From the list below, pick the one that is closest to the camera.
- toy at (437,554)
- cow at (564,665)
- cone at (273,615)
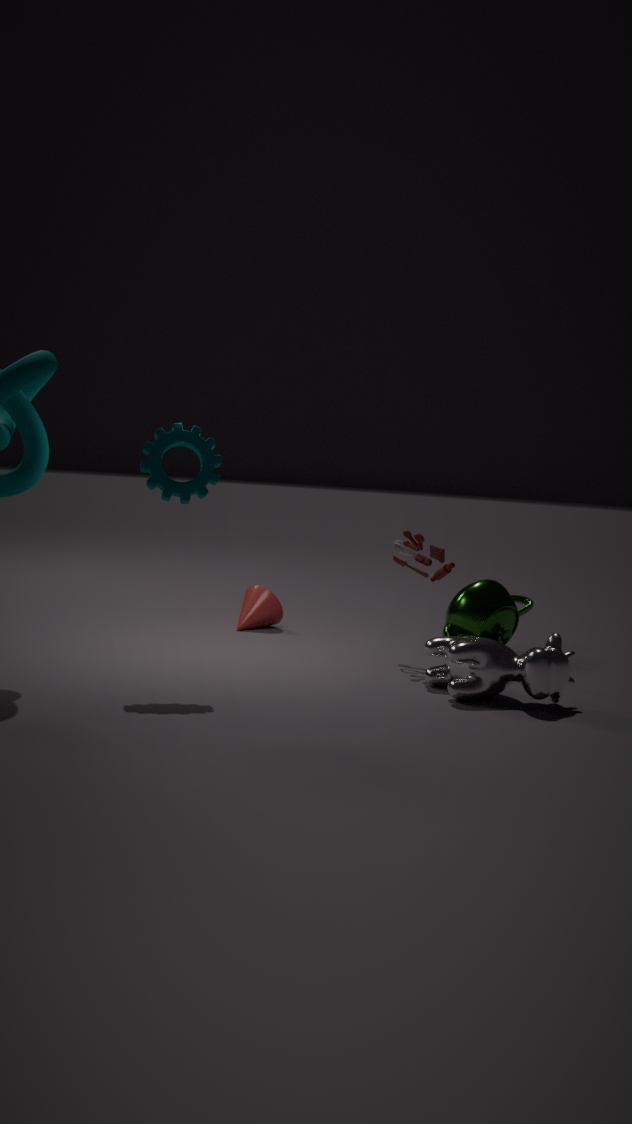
cow at (564,665)
